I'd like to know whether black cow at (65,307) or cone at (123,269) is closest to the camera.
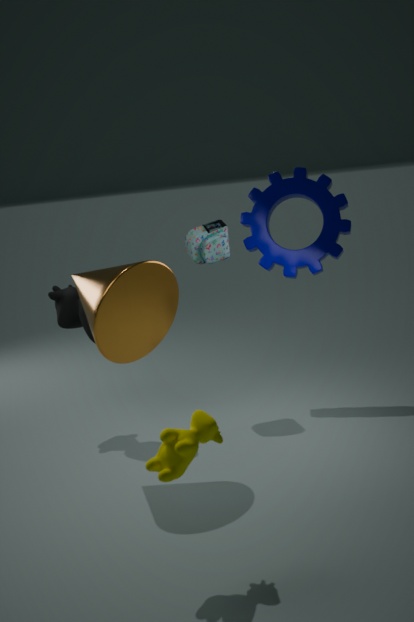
cone at (123,269)
